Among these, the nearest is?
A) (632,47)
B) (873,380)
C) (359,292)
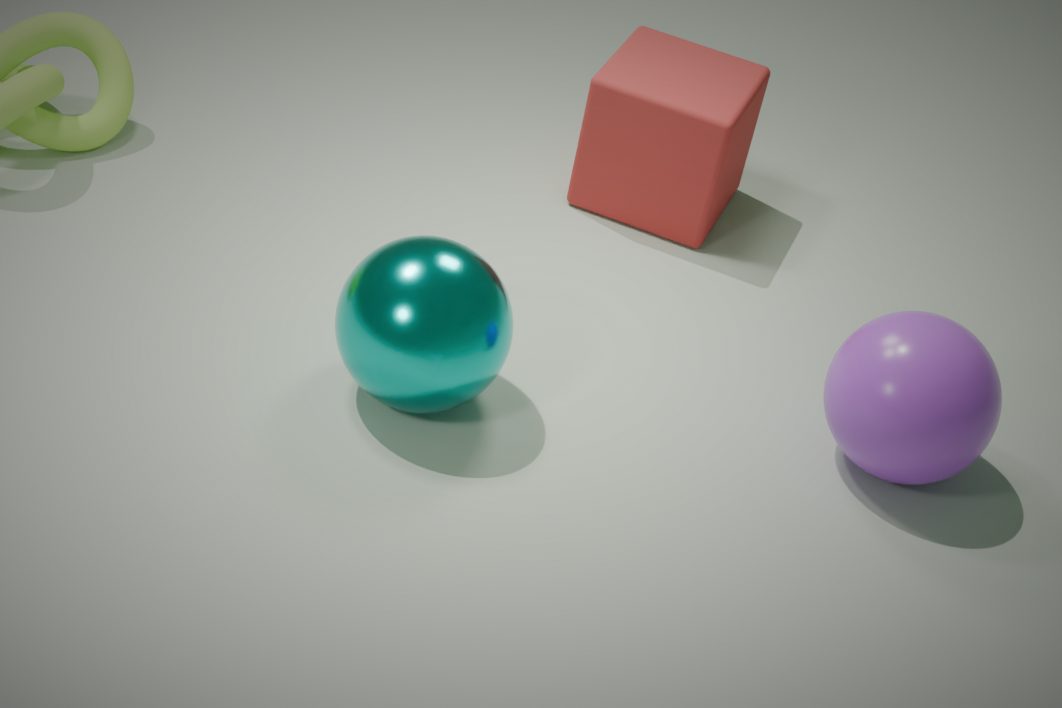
(359,292)
